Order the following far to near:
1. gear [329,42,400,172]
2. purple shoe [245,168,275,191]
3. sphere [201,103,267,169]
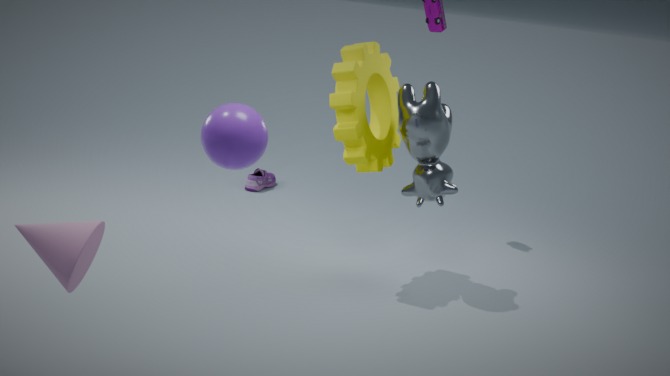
purple shoe [245,168,275,191]
gear [329,42,400,172]
sphere [201,103,267,169]
